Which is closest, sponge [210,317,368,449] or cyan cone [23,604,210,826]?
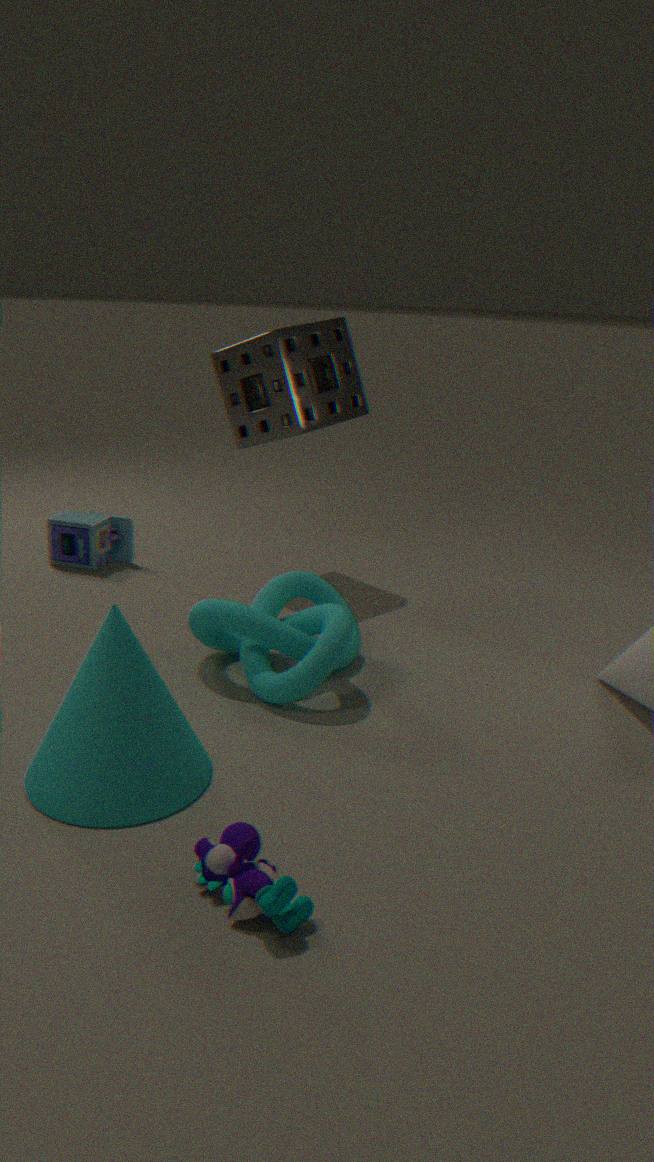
cyan cone [23,604,210,826]
